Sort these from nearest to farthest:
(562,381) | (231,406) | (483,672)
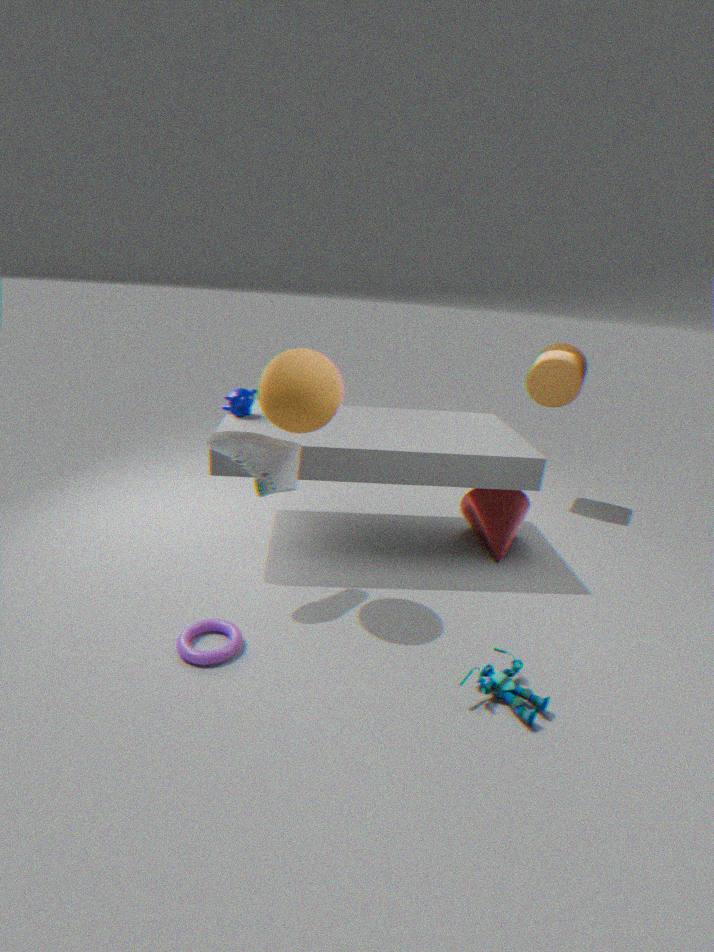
(483,672) < (231,406) < (562,381)
